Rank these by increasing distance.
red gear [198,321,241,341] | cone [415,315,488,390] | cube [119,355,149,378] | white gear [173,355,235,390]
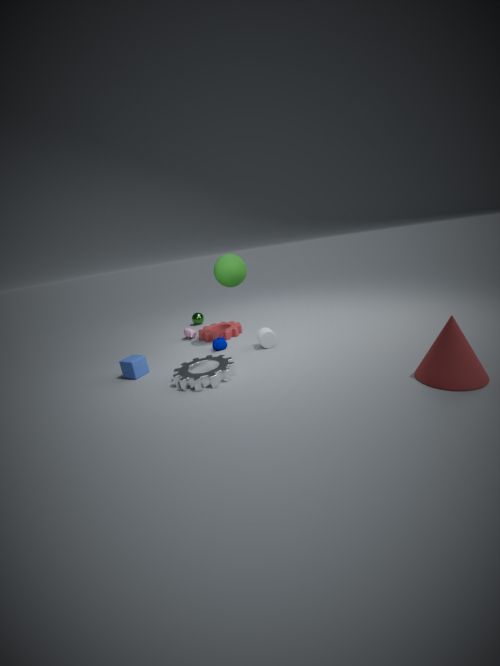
cone [415,315,488,390]
white gear [173,355,235,390]
cube [119,355,149,378]
red gear [198,321,241,341]
